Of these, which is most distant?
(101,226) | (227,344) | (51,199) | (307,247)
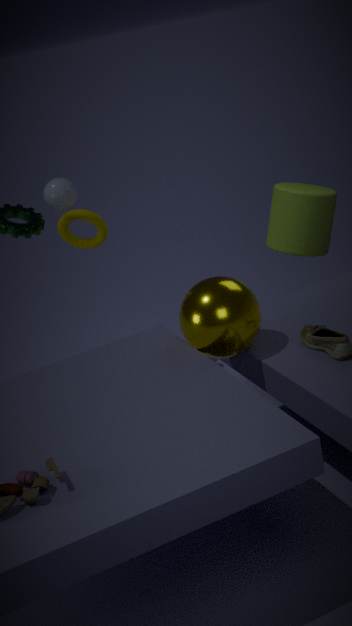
(307,247)
